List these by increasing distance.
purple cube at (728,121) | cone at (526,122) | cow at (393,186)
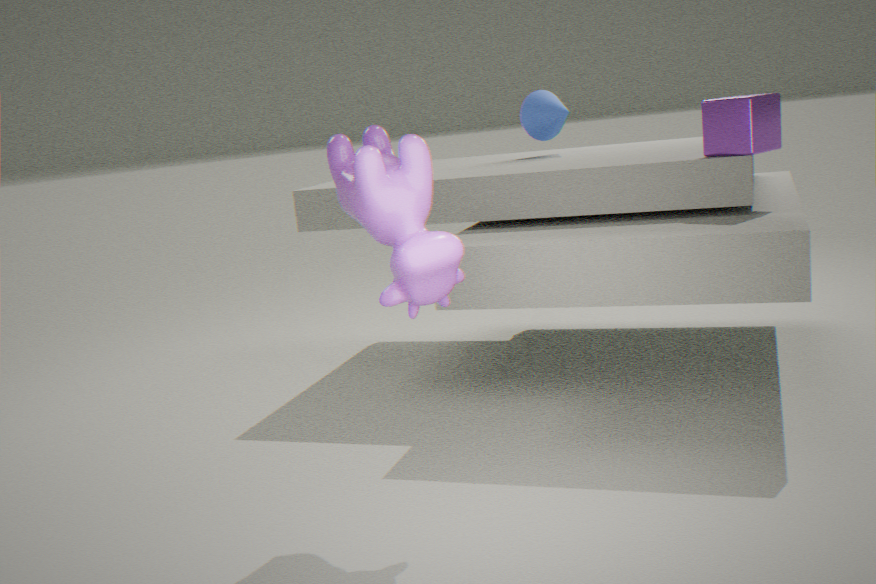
cow at (393,186)
purple cube at (728,121)
cone at (526,122)
